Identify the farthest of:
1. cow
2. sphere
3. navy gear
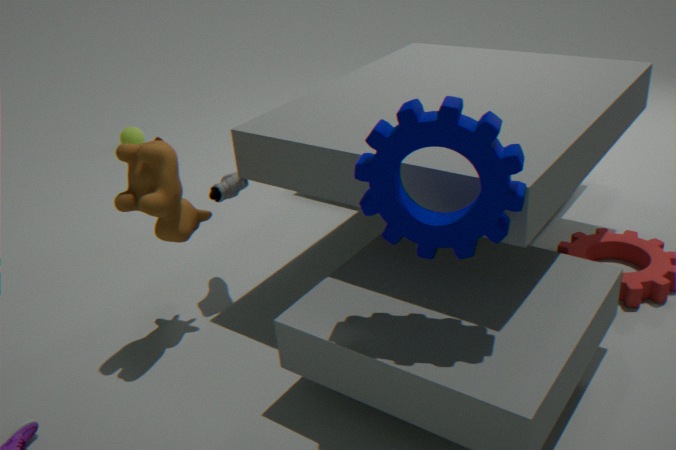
sphere
